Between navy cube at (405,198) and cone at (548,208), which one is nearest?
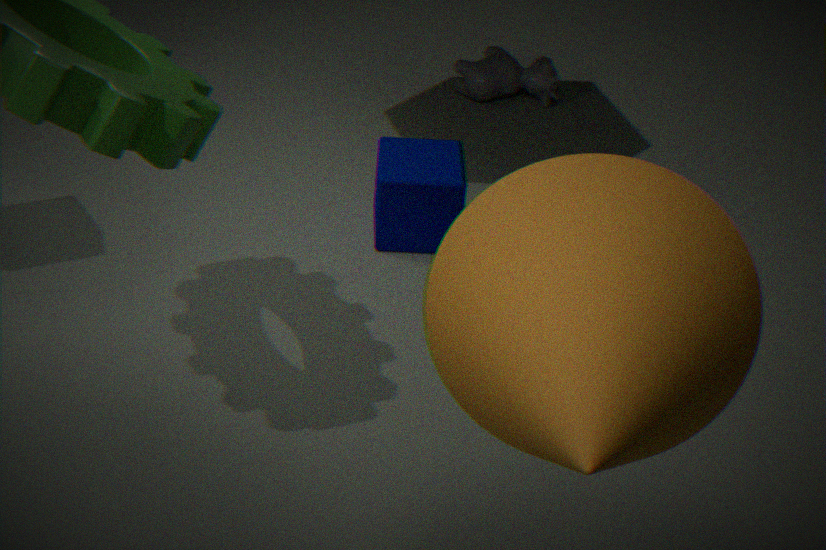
cone at (548,208)
